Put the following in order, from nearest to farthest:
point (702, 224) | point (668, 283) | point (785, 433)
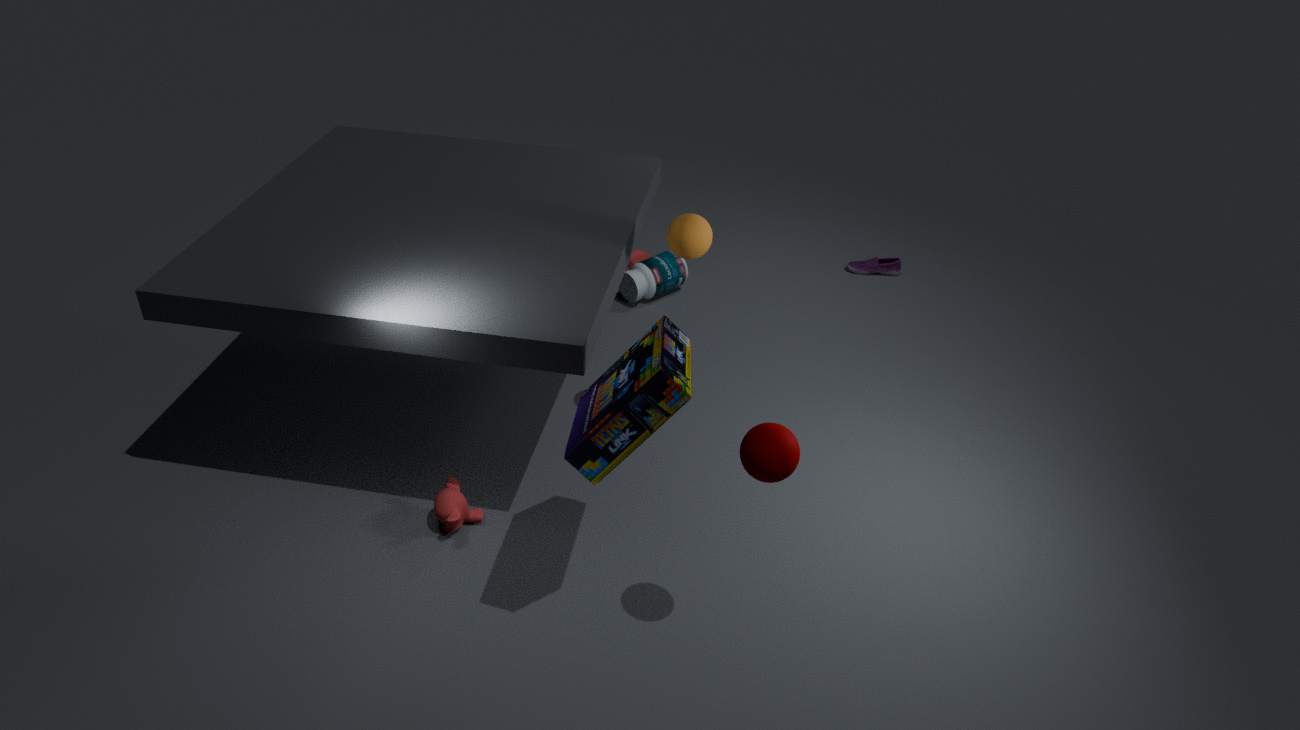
point (785, 433) < point (702, 224) < point (668, 283)
